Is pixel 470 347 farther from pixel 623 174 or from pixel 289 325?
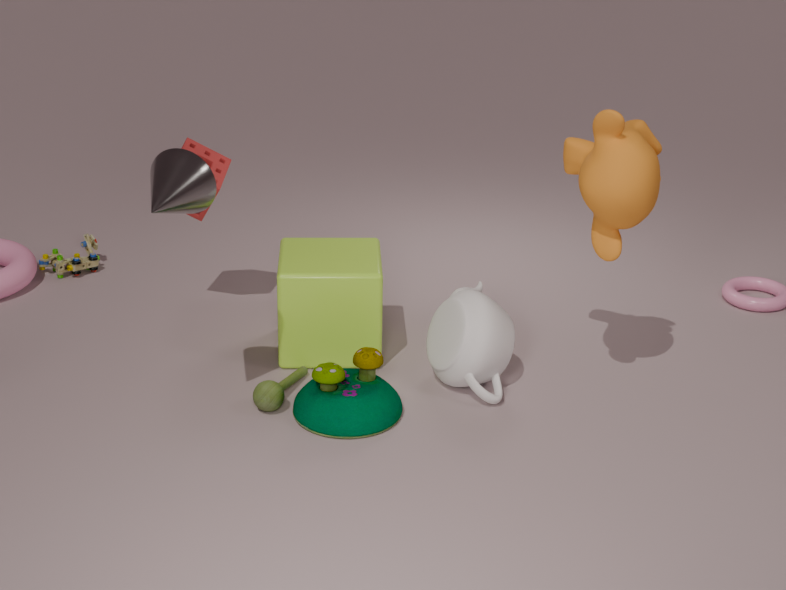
pixel 623 174
